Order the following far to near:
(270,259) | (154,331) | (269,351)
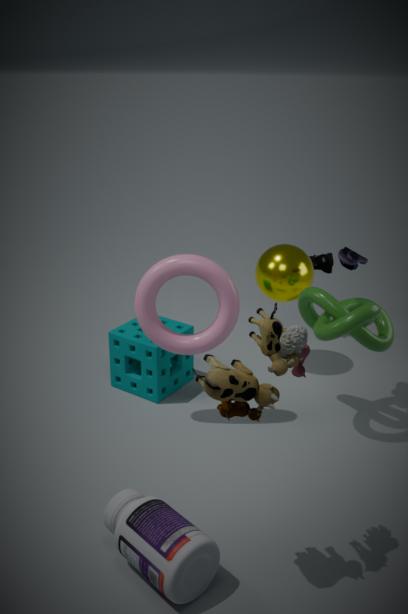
(270,259)
(154,331)
(269,351)
